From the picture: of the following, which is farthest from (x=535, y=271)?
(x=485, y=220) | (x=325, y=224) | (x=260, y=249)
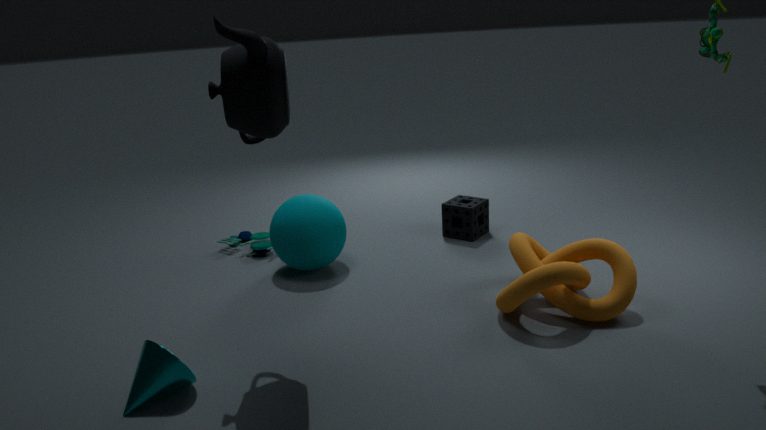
(x=260, y=249)
